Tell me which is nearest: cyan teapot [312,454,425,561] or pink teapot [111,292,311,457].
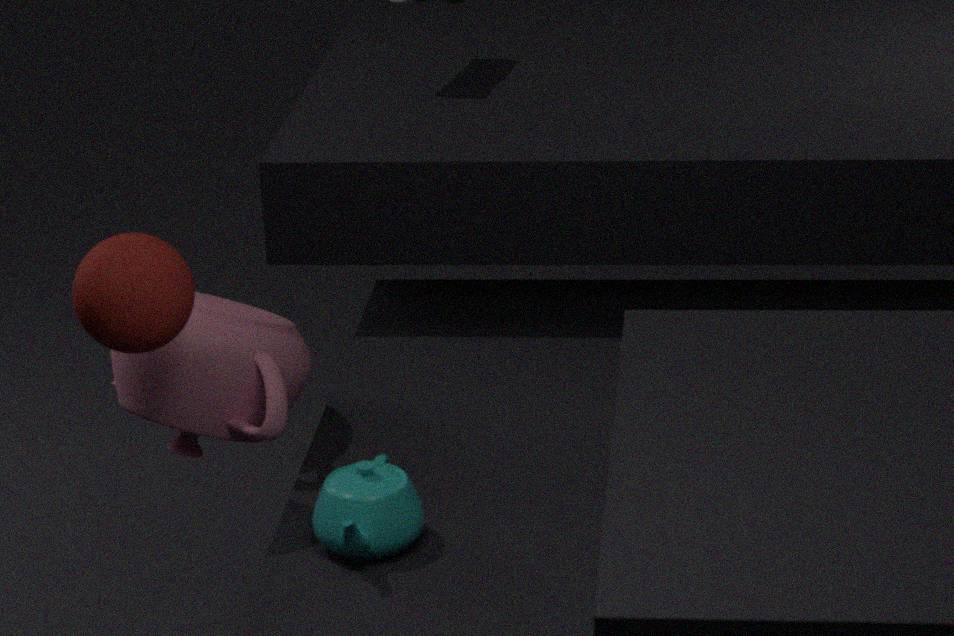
cyan teapot [312,454,425,561]
